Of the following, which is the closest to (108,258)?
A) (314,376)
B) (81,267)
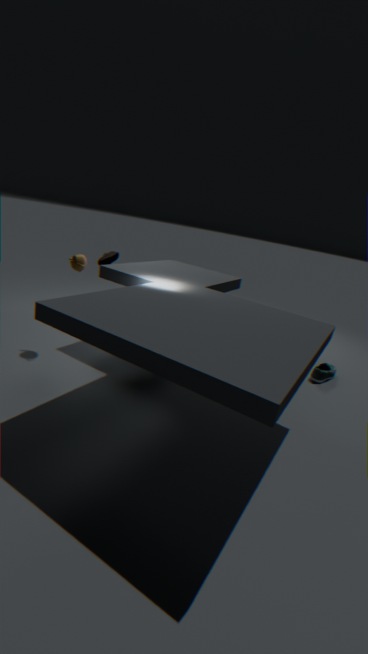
(81,267)
